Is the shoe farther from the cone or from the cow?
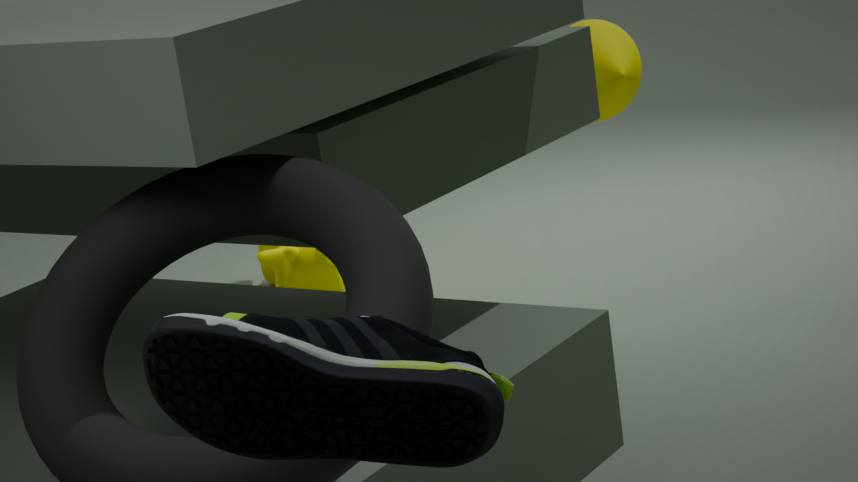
the cow
